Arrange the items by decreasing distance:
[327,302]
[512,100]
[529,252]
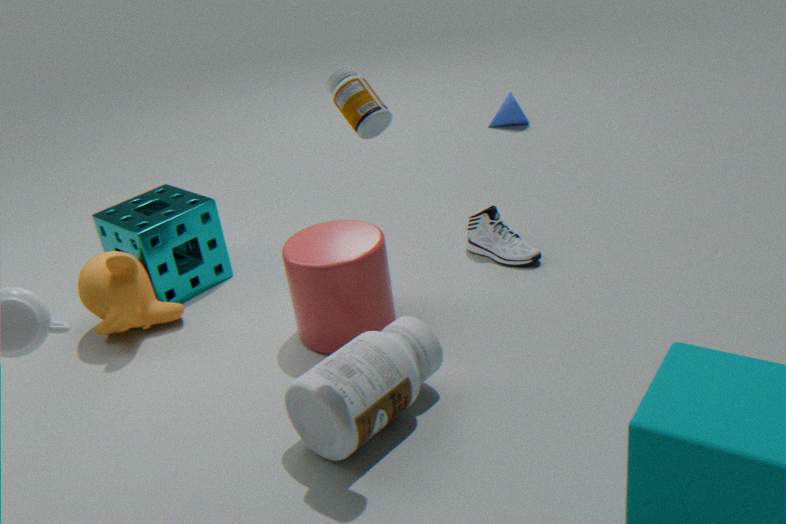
[512,100]
[529,252]
[327,302]
